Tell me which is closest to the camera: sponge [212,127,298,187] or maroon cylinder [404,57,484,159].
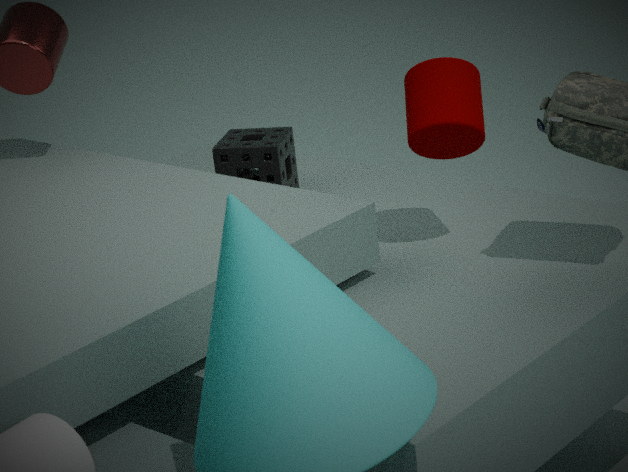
maroon cylinder [404,57,484,159]
